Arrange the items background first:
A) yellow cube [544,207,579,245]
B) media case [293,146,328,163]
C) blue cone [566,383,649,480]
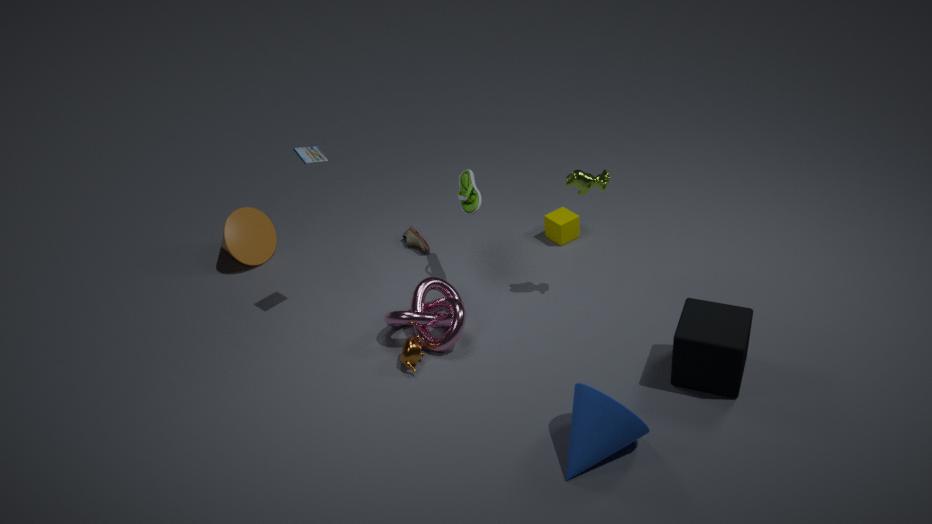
yellow cube [544,207,579,245] < media case [293,146,328,163] < blue cone [566,383,649,480]
